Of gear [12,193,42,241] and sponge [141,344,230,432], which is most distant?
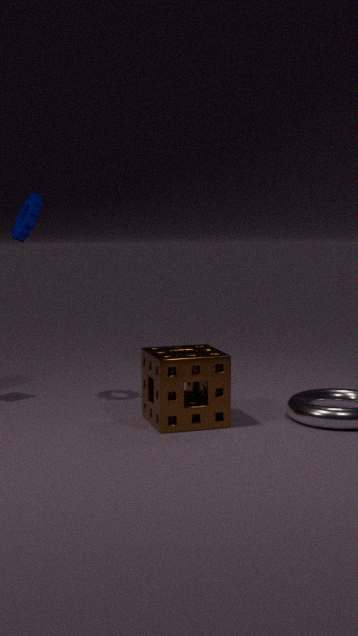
gear [12,193,42,241]
